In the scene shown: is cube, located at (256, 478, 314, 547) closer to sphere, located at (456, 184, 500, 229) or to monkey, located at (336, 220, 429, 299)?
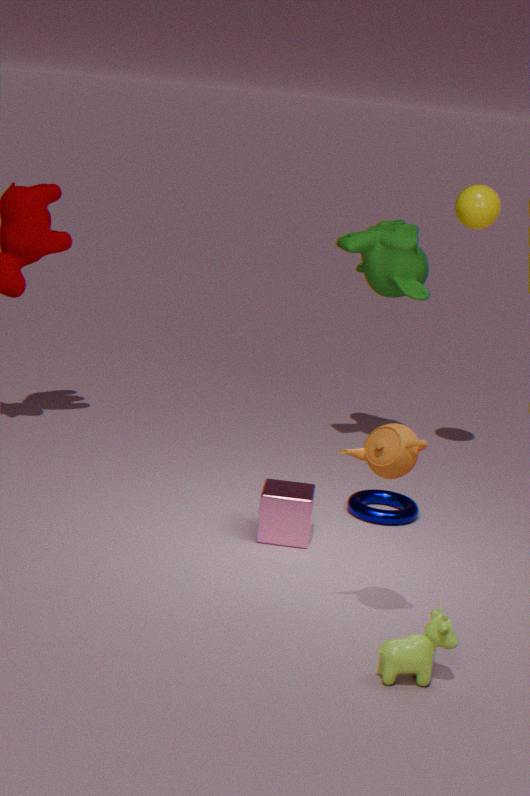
monkey, located at (336, 220, 429, 299)
